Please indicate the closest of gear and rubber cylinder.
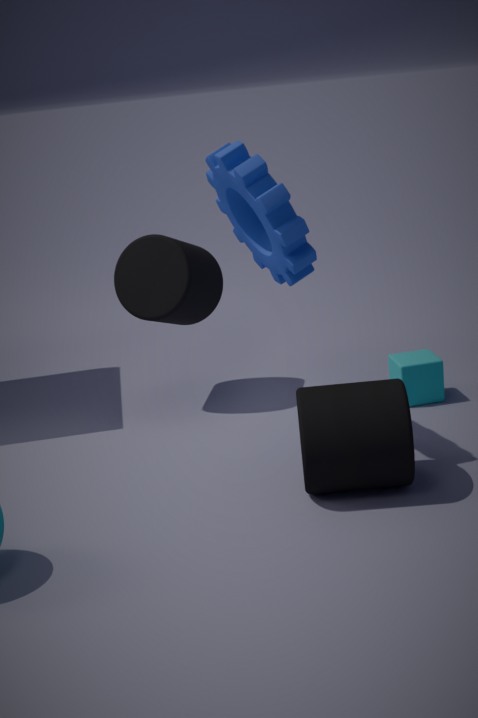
gear
